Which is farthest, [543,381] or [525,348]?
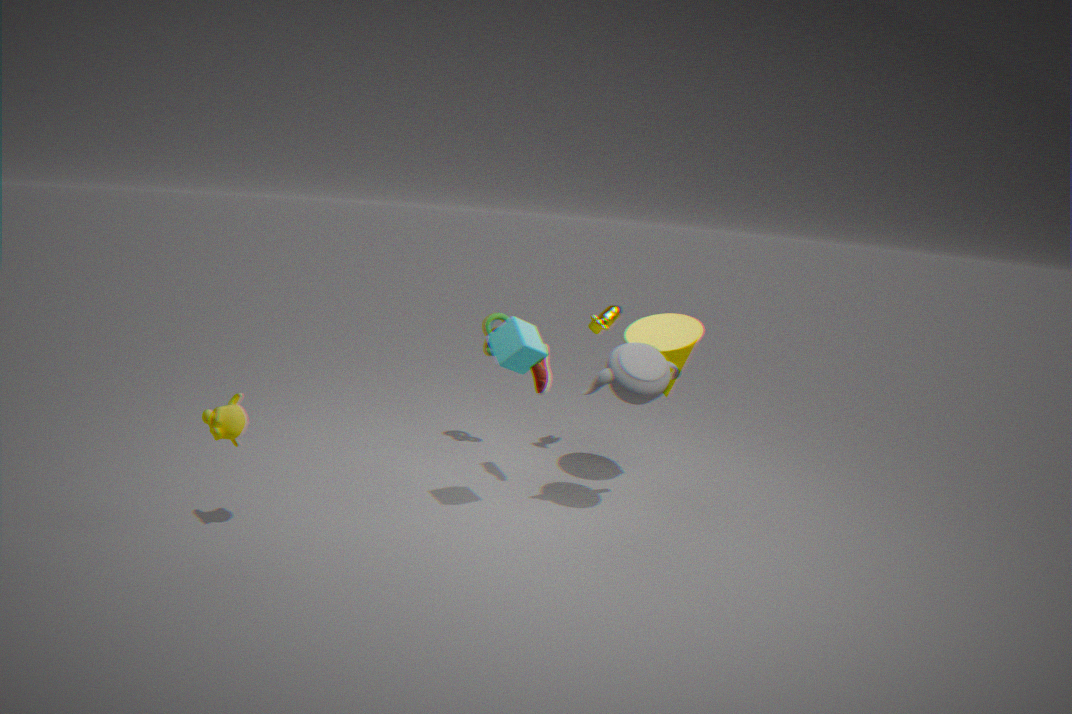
[543,381]
